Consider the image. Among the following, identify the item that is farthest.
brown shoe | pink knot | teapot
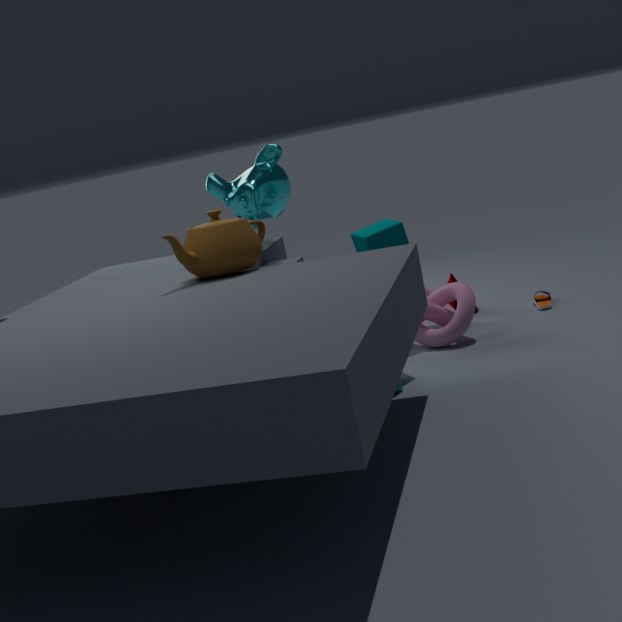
brown shoe
